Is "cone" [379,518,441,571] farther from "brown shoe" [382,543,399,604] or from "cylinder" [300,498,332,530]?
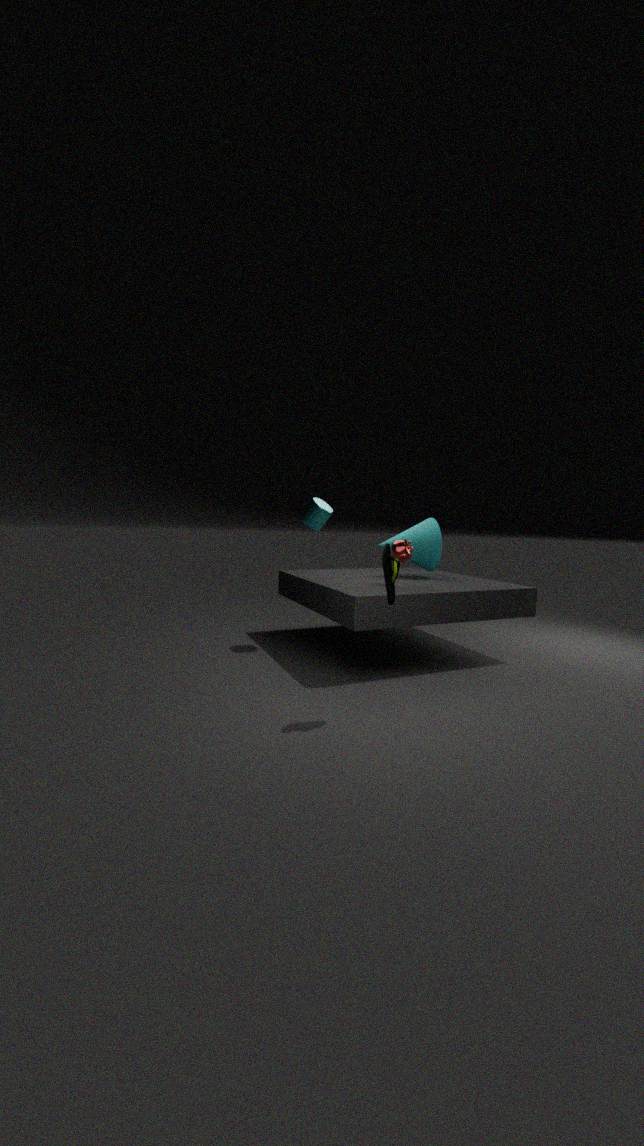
"brown shoe" [382,543,399,604]
